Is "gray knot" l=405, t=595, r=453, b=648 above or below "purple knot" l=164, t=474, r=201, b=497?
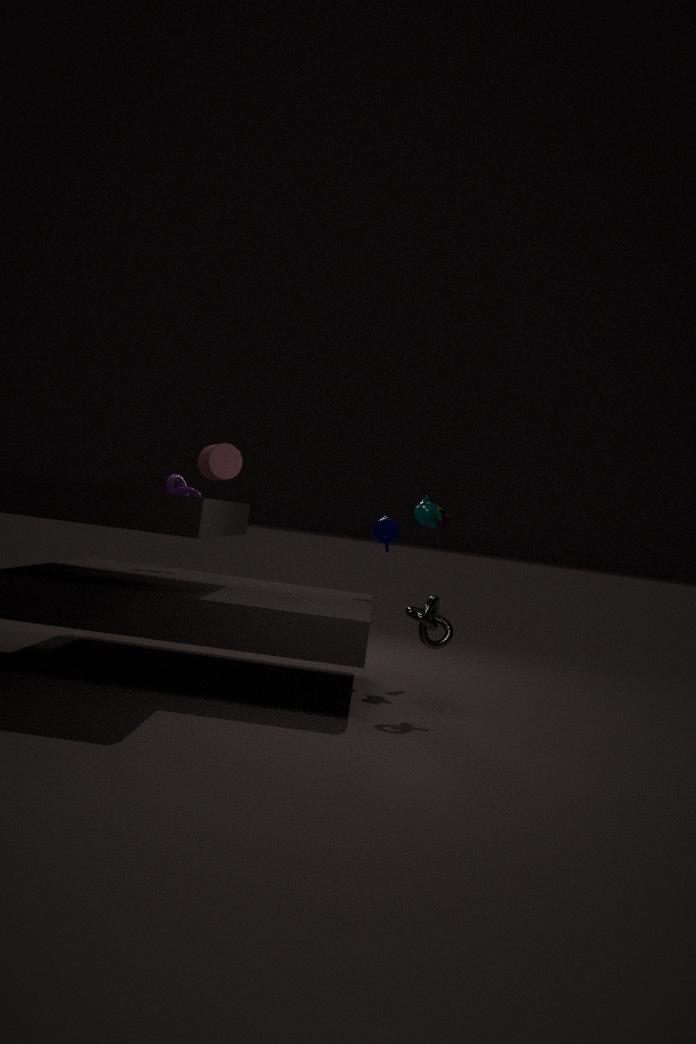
below
